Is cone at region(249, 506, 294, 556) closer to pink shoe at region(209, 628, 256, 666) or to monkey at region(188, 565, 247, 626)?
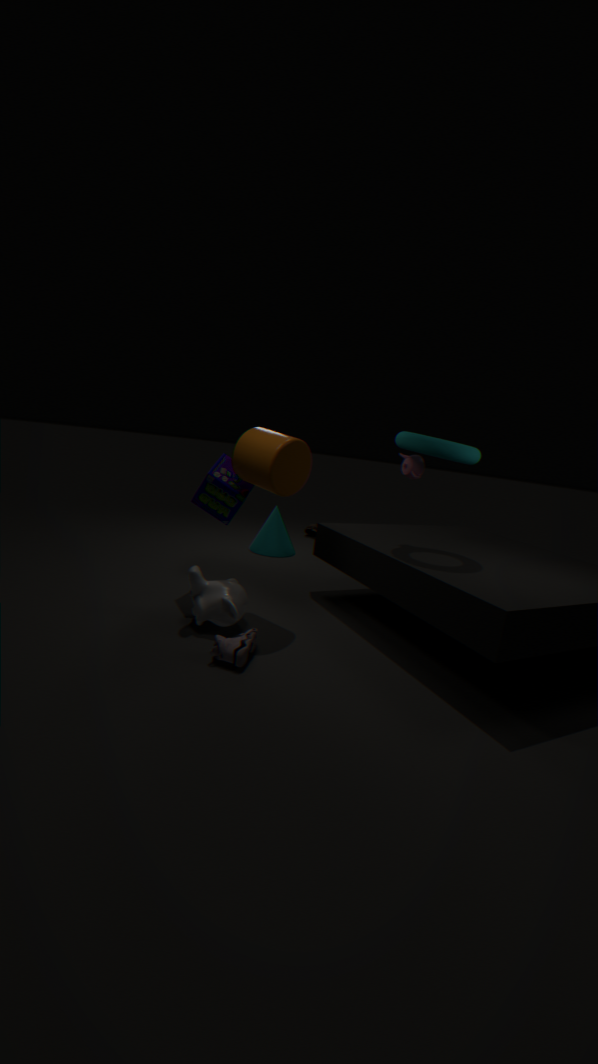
monkey at region(188, 565, 247, 626)
